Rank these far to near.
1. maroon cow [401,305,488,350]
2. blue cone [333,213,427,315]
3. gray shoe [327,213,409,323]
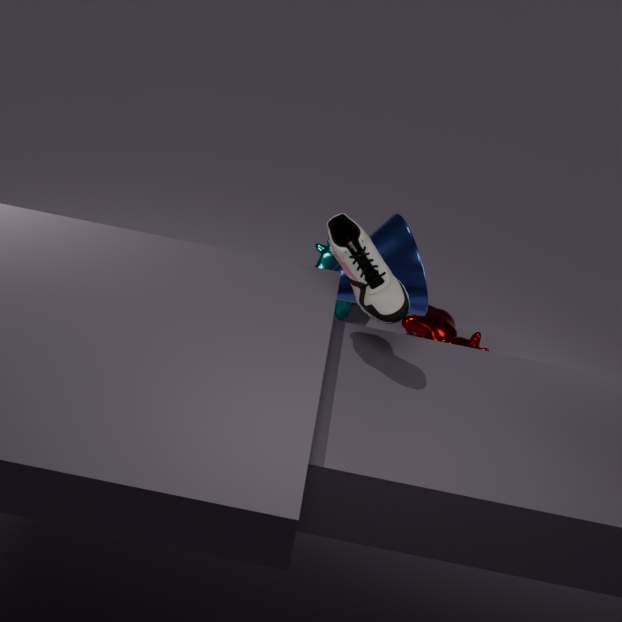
maroon cow [401,305,488,350] < blue cone [333,213,427,315] < gray shoe [327,213,409,323]
